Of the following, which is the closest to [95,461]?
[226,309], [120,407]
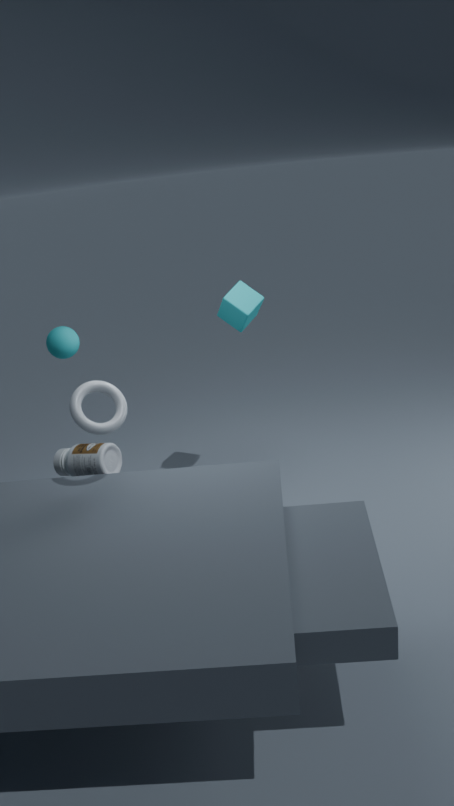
[120,407]
